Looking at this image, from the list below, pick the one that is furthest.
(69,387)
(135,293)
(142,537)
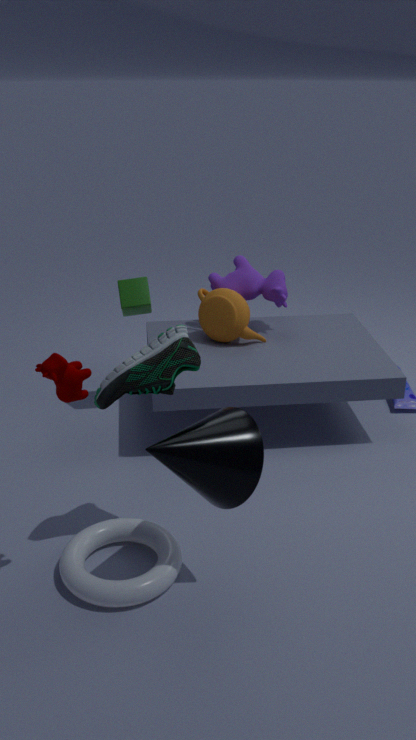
(135,293)
